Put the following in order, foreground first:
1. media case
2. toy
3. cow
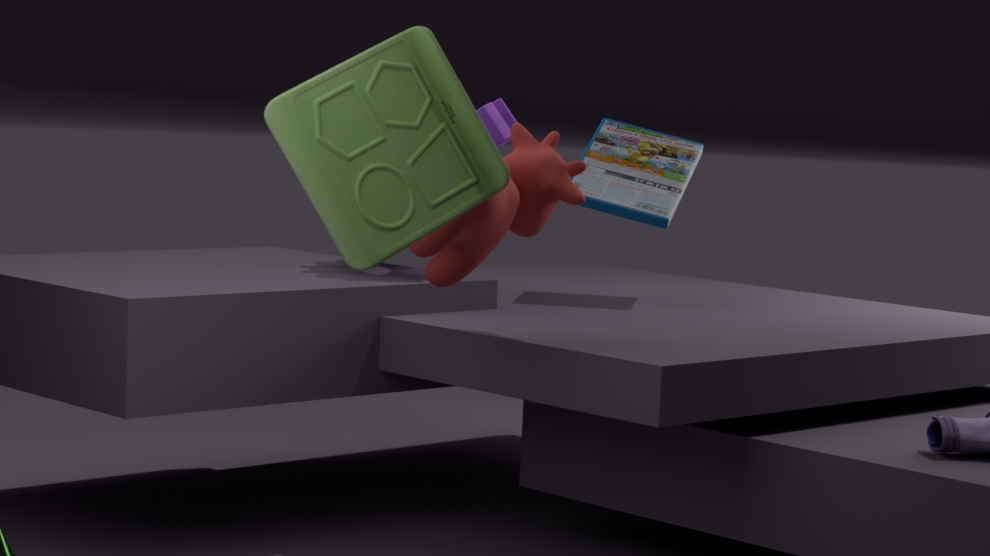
toy → cow → media case
